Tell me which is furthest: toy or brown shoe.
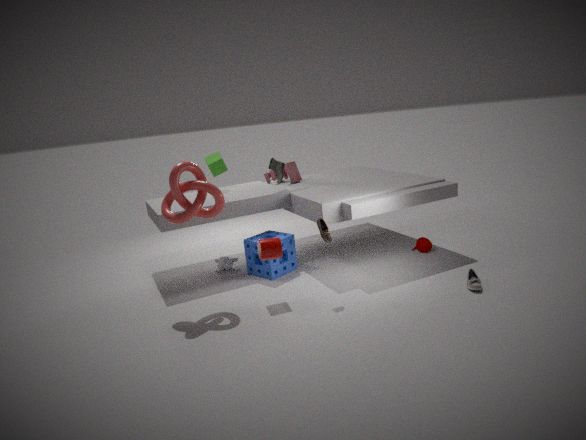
toy
